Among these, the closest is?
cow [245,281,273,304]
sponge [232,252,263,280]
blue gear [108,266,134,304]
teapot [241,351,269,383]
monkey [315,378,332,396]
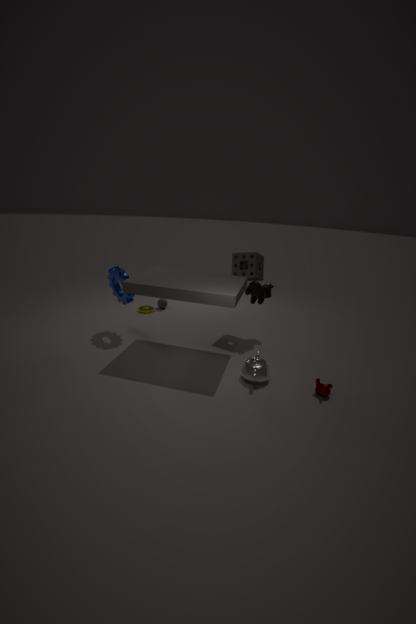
monkey [315,378,332,396]
